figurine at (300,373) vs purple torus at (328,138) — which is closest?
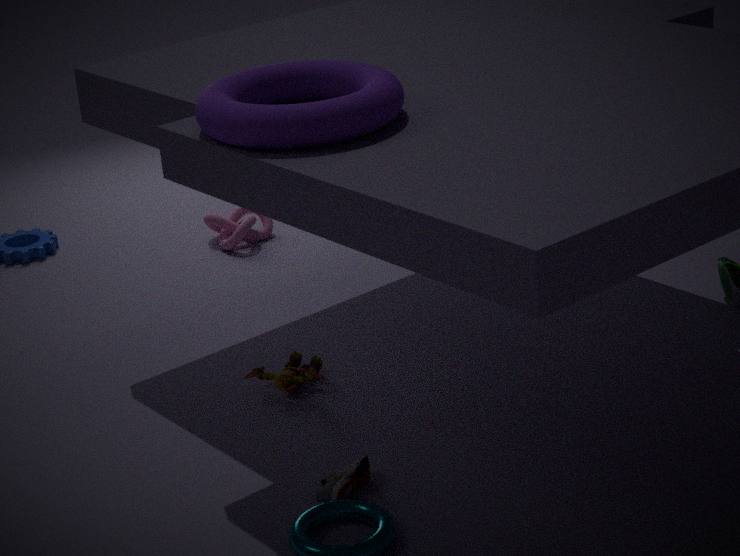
purple torus at (328,138)
